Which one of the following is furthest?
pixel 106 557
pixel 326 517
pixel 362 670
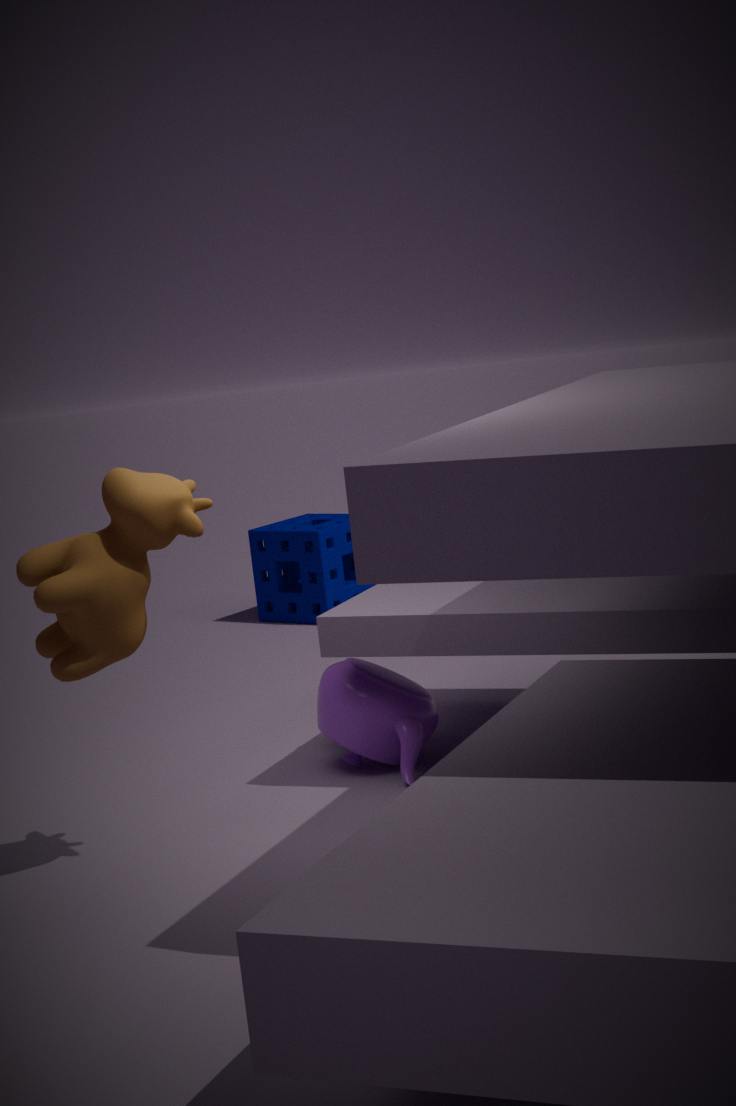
pixel 326 517
